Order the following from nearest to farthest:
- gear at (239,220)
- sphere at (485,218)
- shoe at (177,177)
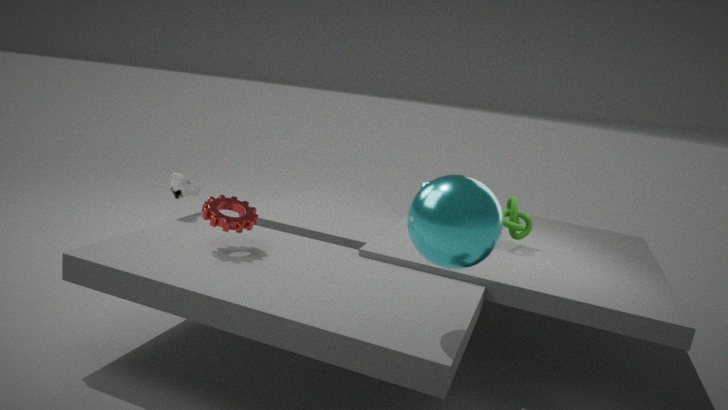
sphere at (485,218)
gear at (239,220)
shoe at (177,177)
